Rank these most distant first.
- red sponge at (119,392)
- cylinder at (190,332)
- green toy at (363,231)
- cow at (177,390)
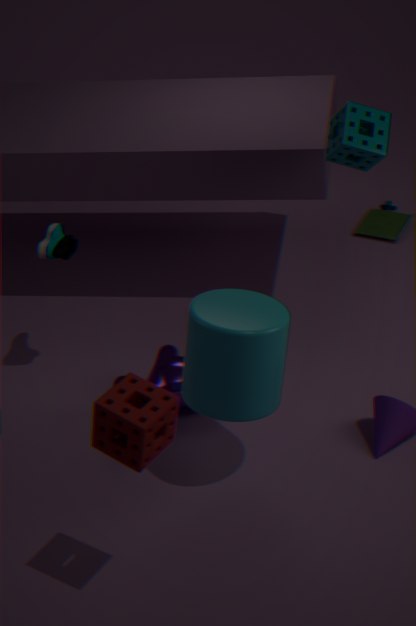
green toy at (363,231), cow at (177,390), cylinder at (190,332), red sponge at (119,392)
